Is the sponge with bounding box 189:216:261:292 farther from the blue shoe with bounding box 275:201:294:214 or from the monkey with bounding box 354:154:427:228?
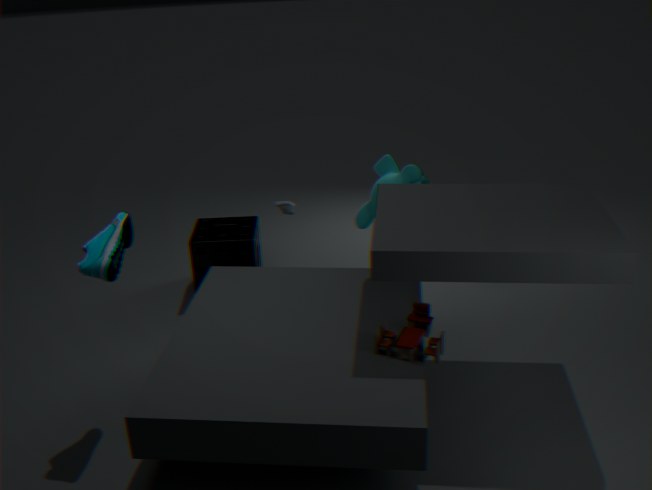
the monkey with bounding box 354:154:427:228
